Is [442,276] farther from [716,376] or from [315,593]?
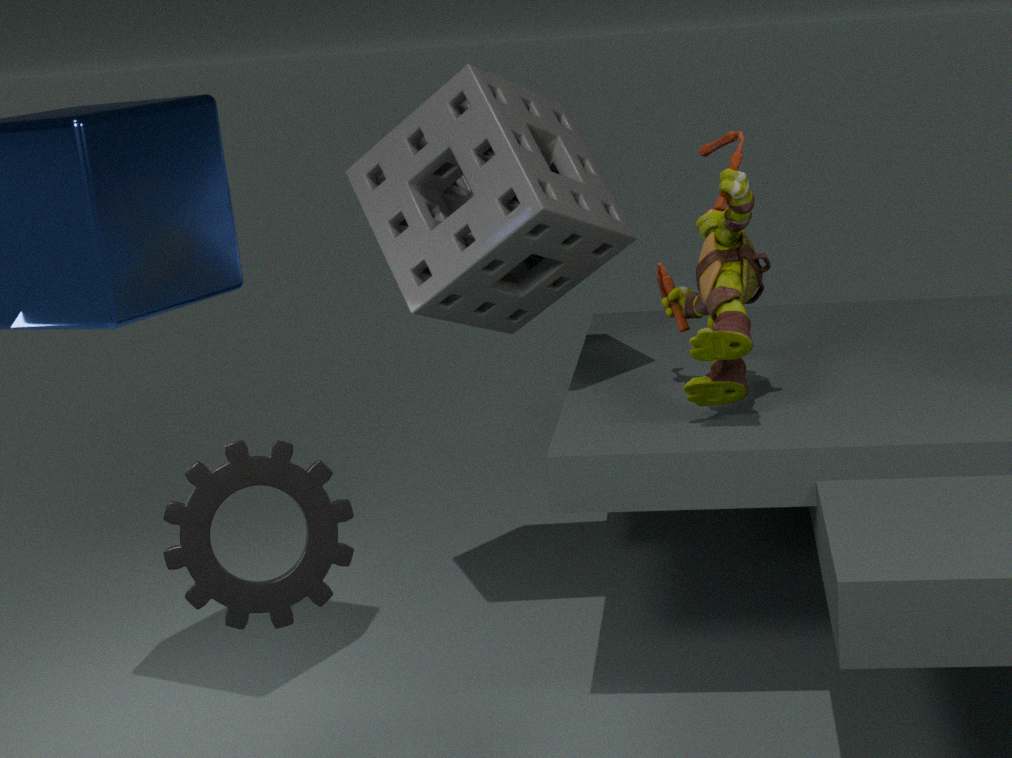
[315,593]
